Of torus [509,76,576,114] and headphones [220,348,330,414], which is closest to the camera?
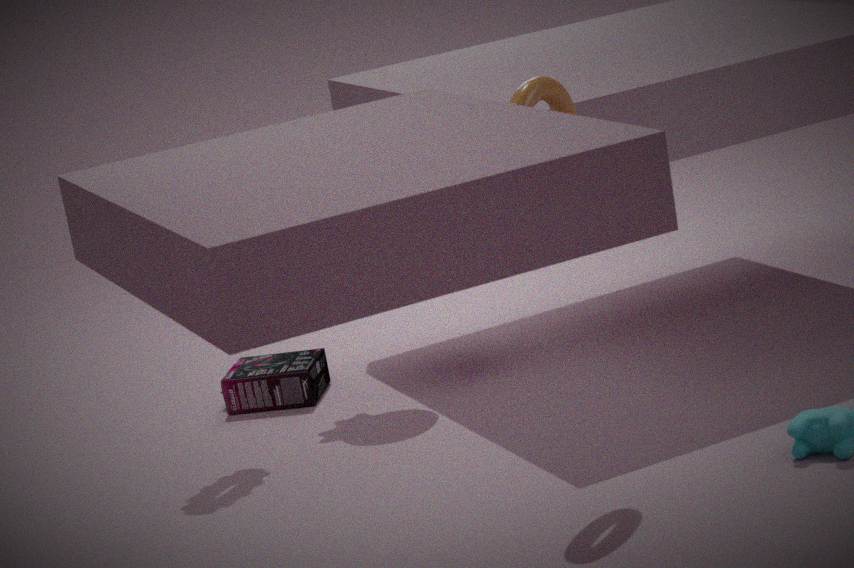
torus [509,76,576,114]
